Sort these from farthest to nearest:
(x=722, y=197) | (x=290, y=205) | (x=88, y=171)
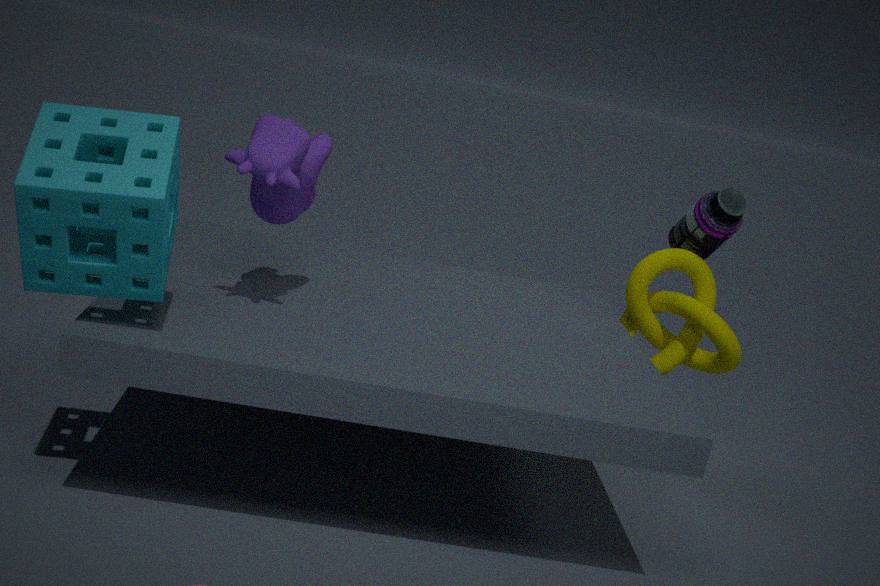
1. (x=722, y=197)
2. (x=290, y=205)
3. (x=88, y=171)
